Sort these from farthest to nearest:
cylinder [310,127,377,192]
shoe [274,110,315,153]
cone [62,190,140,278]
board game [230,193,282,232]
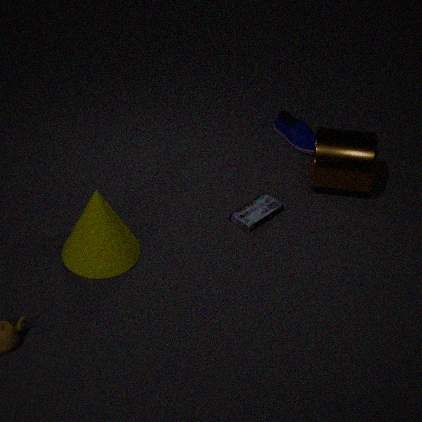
1. shoe [274,110,315,153]
2. cylinder [310,127,377,192]
3. board game [230,193,282,232]
4. cone [62,190,140,278]
